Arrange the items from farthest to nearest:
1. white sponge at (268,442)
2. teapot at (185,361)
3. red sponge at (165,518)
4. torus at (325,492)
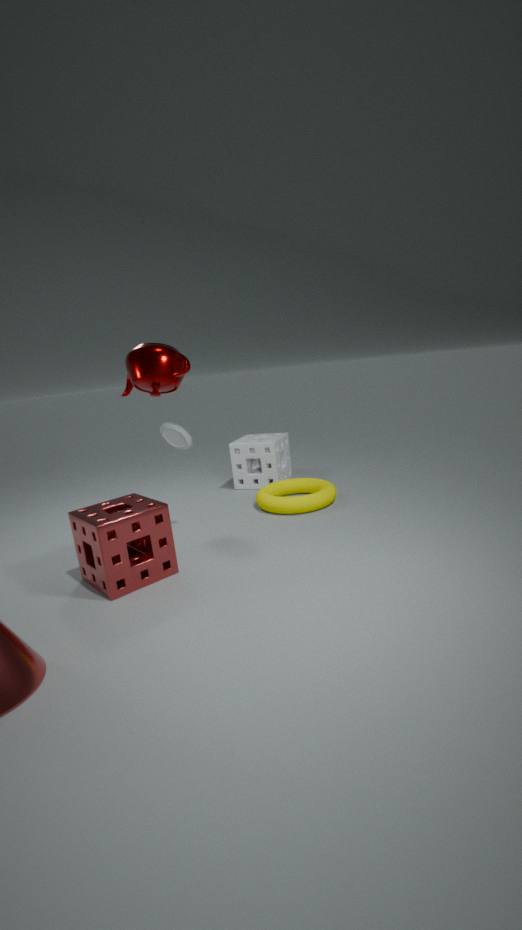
white sponge at (268,442), torus at (325,492), teapot at (185,361), red sponge at (165,518)
